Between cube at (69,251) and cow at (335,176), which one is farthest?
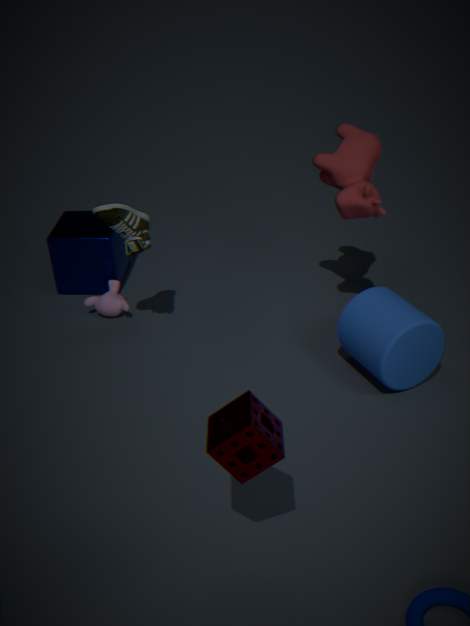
cube at (69,251)
